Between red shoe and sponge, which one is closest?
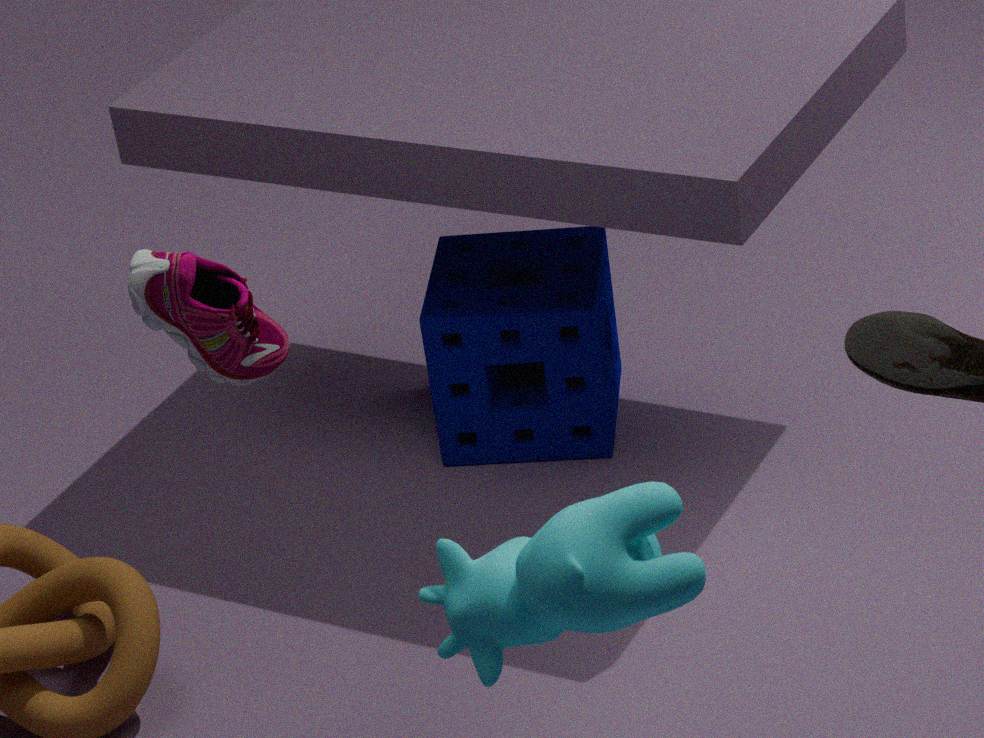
red shoe
